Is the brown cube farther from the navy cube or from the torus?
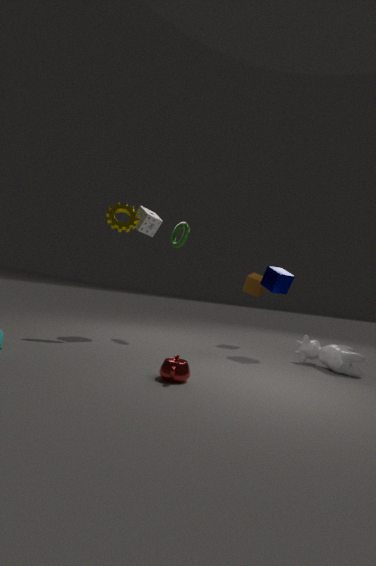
the torus
